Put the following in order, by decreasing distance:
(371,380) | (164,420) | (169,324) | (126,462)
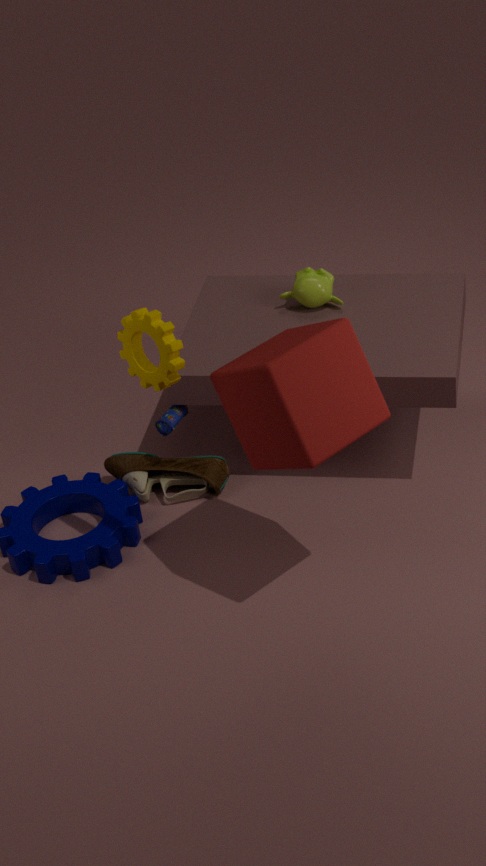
(126,462) → (164,420) → (169,324) → (371,380)
